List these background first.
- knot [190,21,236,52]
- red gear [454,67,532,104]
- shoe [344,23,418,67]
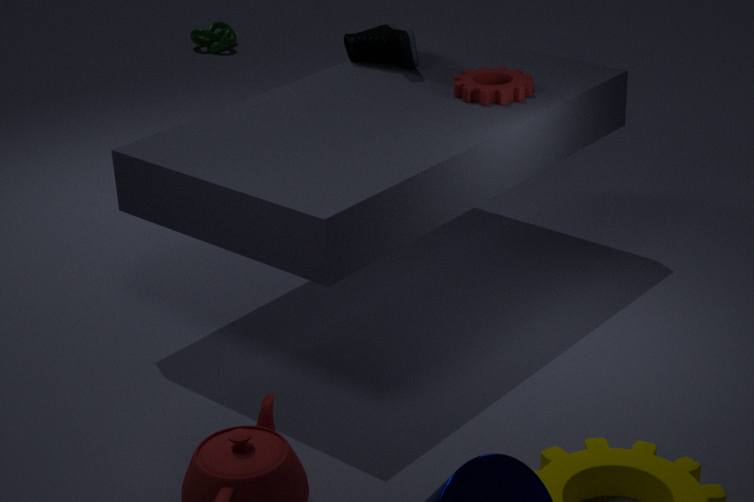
knot [190,21,236,52] < shoe [344,23,418,67] < red gear [454,67,532,104]
